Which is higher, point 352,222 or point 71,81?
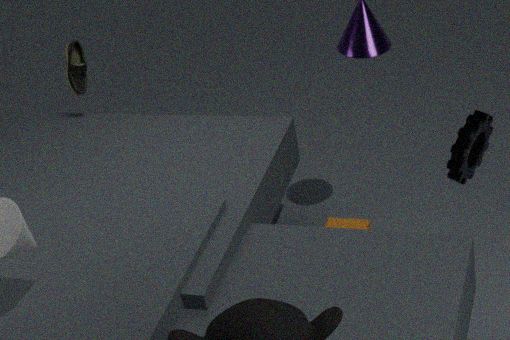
point 71,81
